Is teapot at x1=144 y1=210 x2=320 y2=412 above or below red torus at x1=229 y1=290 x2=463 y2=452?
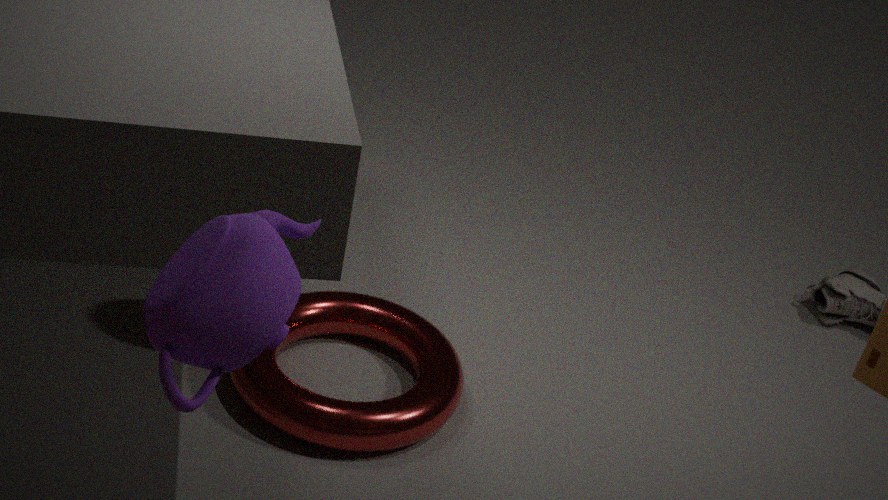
above
